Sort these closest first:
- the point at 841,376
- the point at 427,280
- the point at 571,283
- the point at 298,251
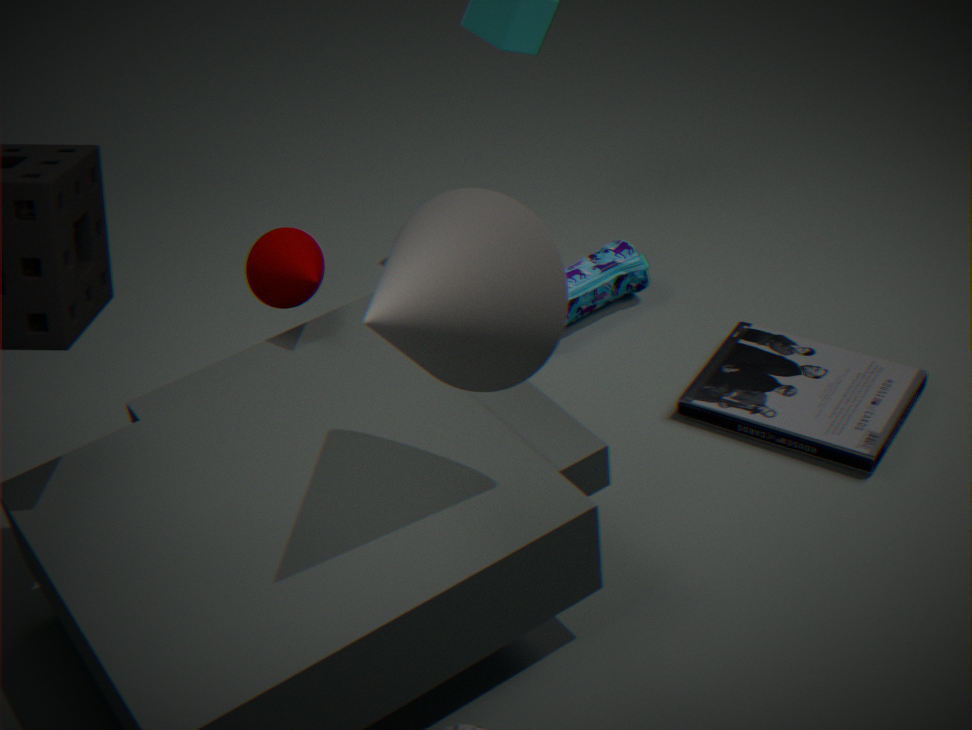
the point at 427,280
the point at 298,251
the point at 841,376
the point at 571,283
